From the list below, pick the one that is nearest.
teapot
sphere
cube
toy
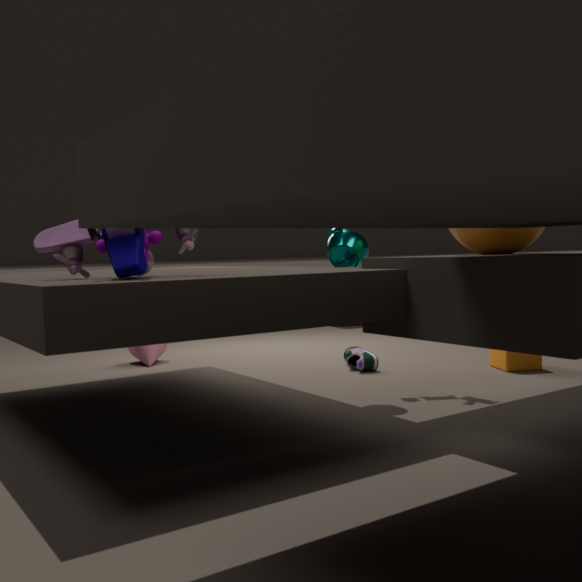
toy
